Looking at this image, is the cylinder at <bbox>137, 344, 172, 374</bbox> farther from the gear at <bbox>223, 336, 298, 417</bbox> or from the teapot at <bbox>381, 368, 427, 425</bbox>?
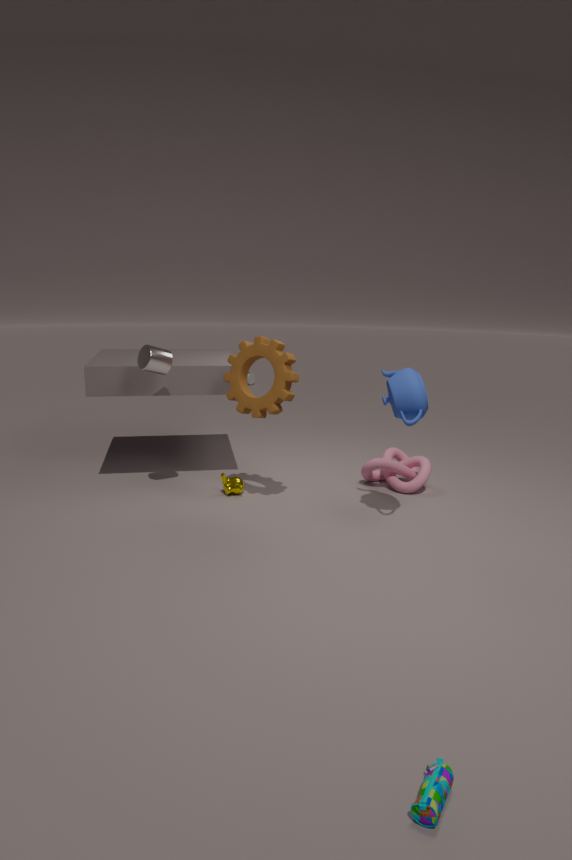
the teapot at <bbox>381, 368, 427, 425</bbox>
